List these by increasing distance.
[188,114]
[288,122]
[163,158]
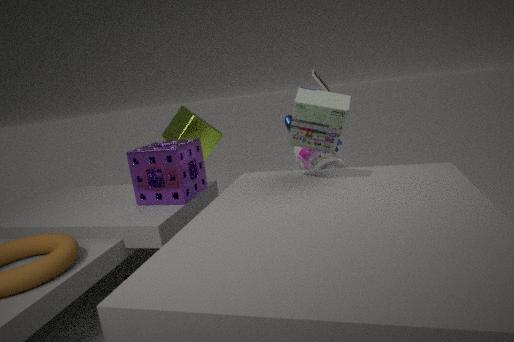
1. [163,158]
2. [288,122]
3. [188,114]
